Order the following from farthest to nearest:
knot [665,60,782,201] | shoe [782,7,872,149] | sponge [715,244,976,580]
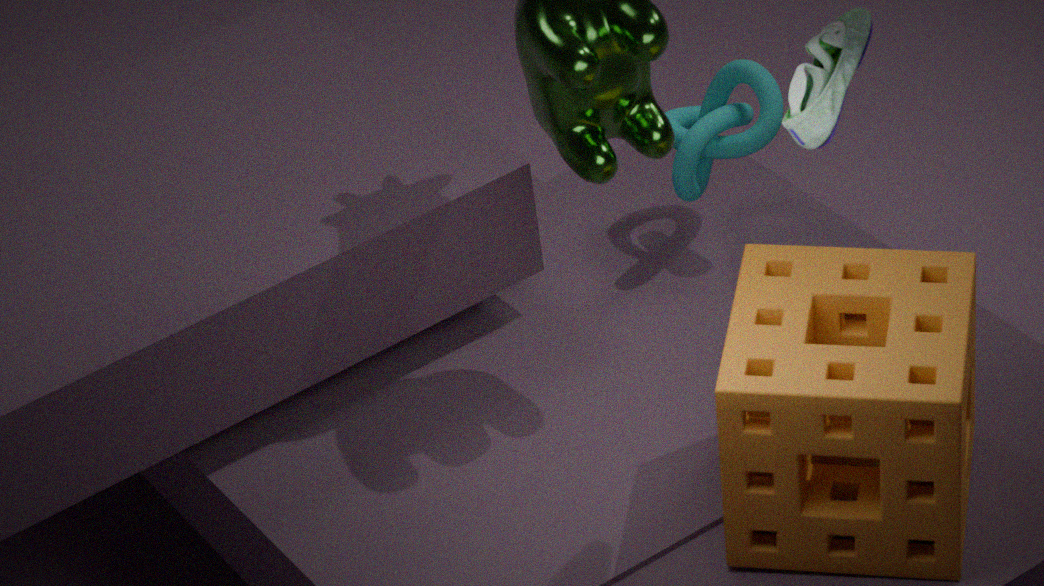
1. knot [665,60,782,201]
2. sponge [715,244,976,580]
3. shoe [782,7,872,149]
